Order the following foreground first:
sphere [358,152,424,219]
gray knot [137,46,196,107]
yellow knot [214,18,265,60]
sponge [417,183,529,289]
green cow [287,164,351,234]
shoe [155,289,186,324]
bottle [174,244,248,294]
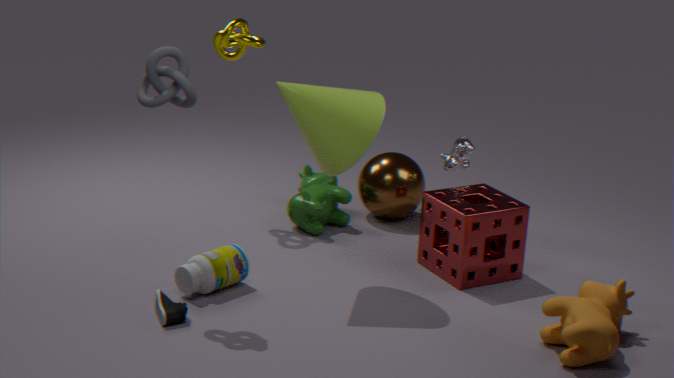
gray knot [137,46,196,107], shoe [155,289,186,324], bottle [174,244,248,294], sponge [417,183,529,289], yellow knot [214,18,265,60], green cow [287,164,351,234], sphere [358,152,424,219]
